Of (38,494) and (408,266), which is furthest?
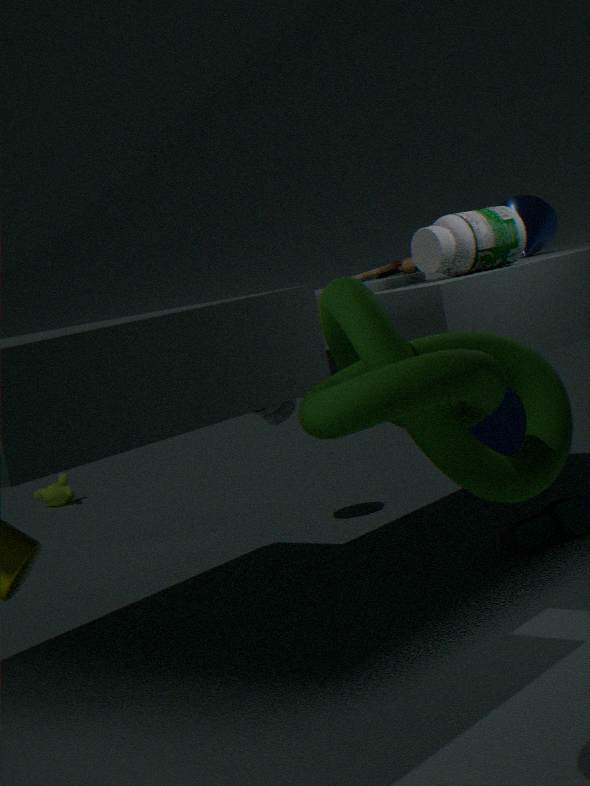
(38,494)
